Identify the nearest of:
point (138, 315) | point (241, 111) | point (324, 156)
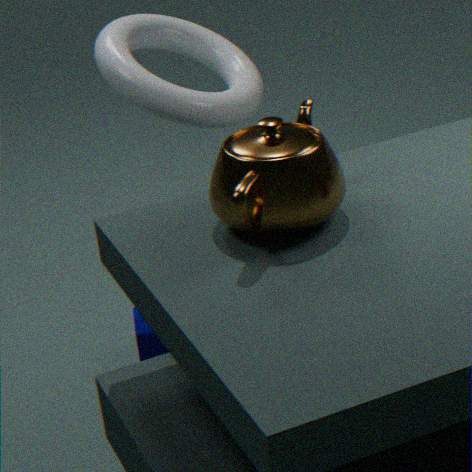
point (324, 156)
